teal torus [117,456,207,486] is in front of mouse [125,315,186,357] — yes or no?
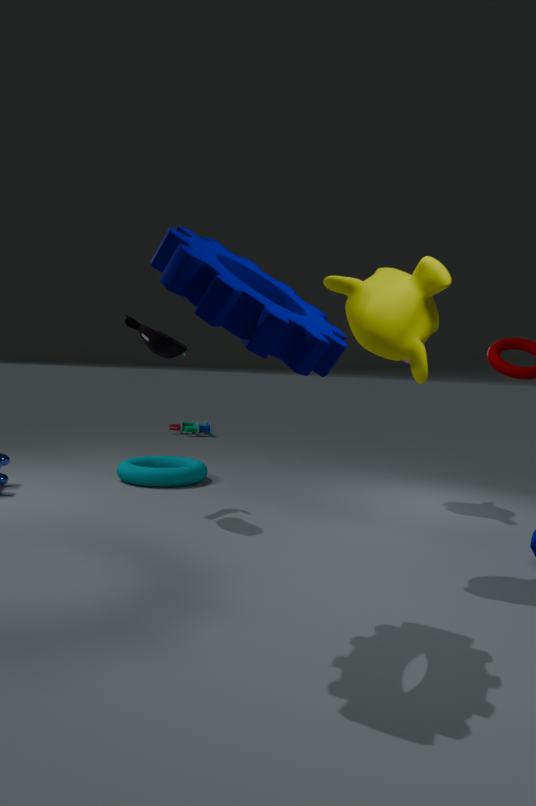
No
